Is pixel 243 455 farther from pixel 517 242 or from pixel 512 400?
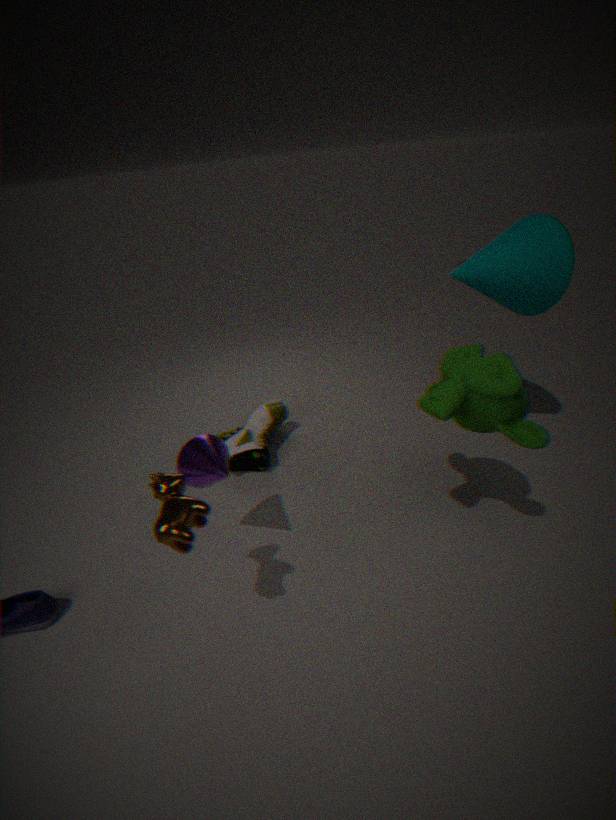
pixel 517 242
